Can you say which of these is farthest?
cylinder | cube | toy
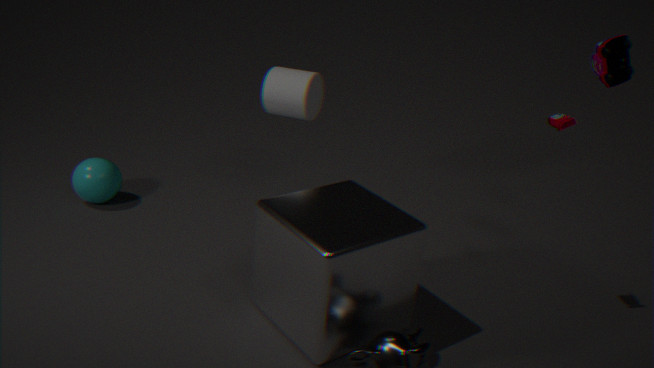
cylinder
